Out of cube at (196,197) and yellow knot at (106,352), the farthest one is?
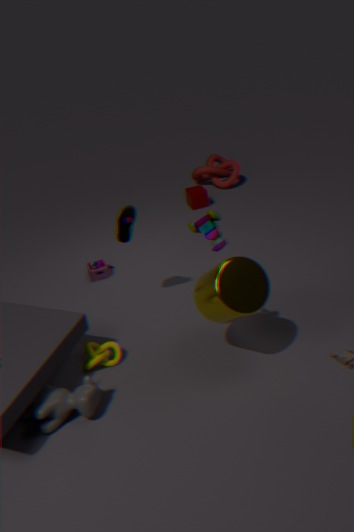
cube at (196,197)
